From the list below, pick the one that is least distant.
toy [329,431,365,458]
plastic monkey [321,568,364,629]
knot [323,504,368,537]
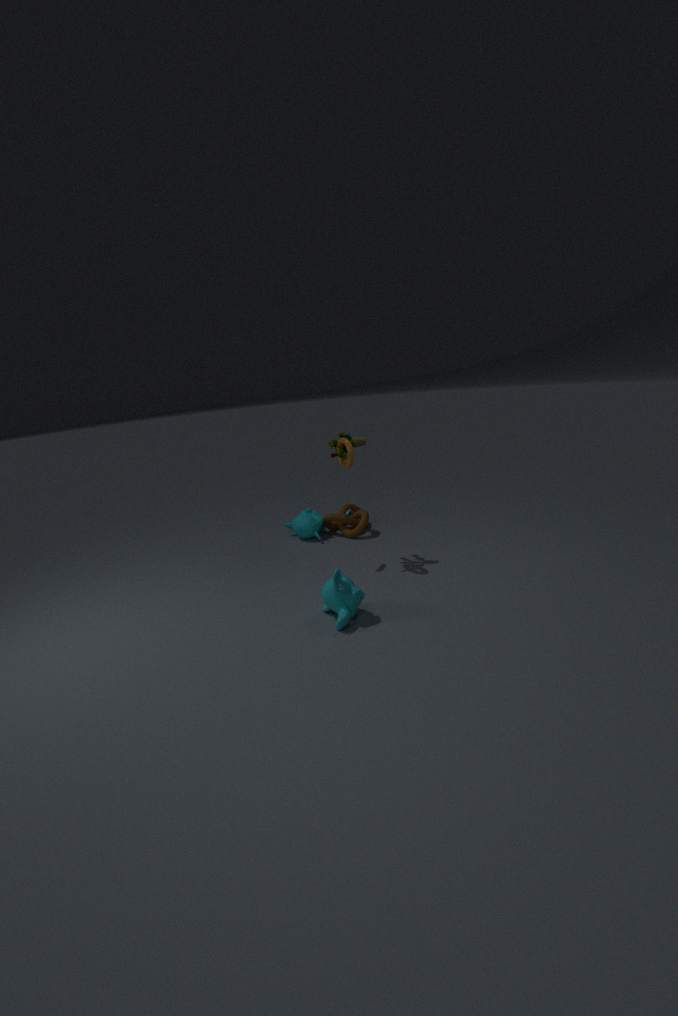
plastic monkey [321,568,364,629]
